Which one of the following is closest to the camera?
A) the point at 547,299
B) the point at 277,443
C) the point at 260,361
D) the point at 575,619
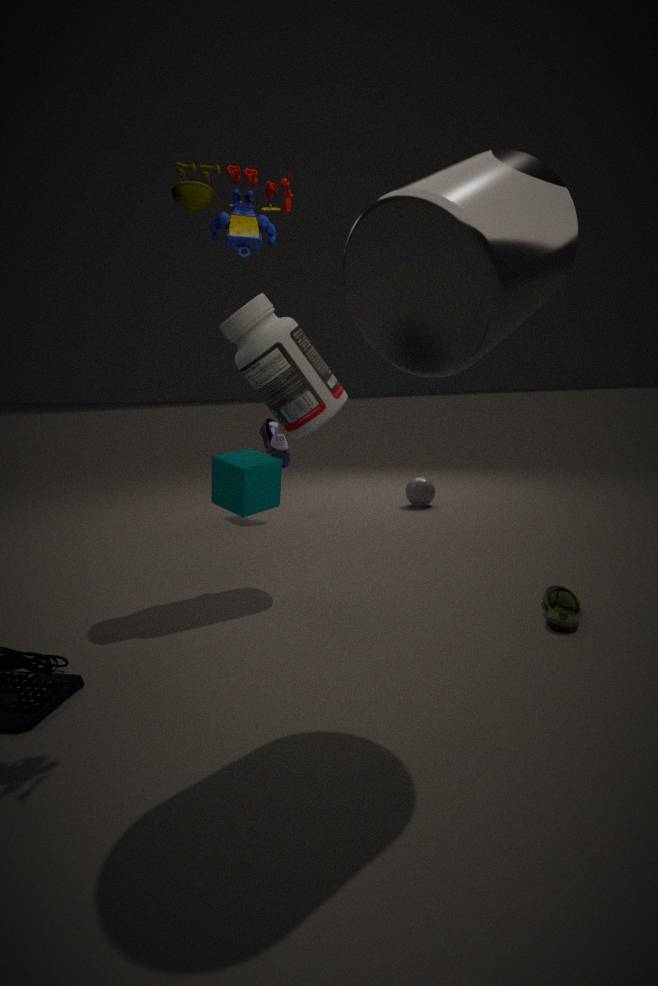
the point at 547,299
